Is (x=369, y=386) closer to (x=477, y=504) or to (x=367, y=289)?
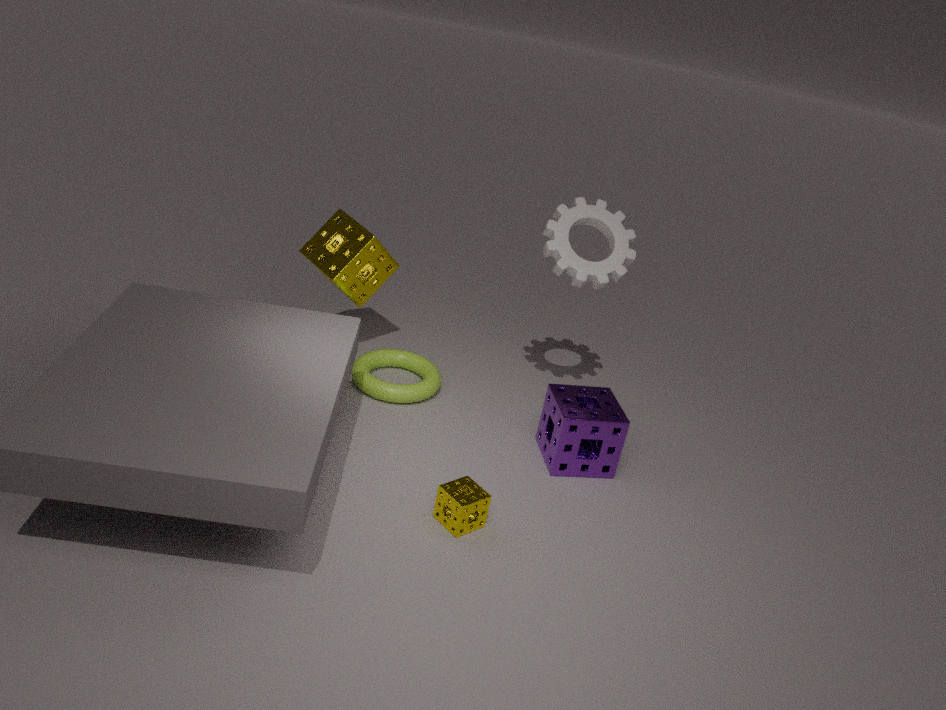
(x=367, y=289)
